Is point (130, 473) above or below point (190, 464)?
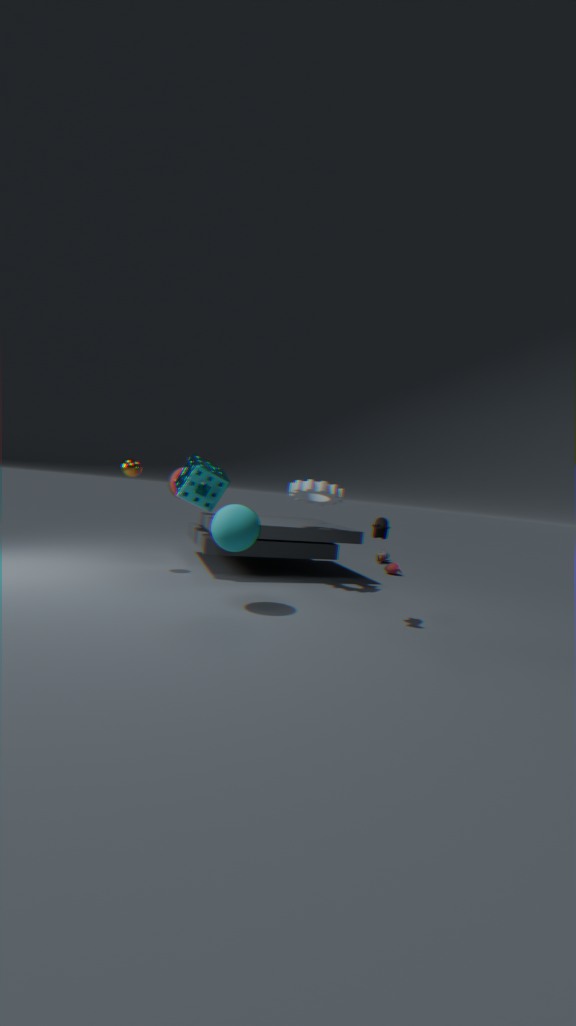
above
